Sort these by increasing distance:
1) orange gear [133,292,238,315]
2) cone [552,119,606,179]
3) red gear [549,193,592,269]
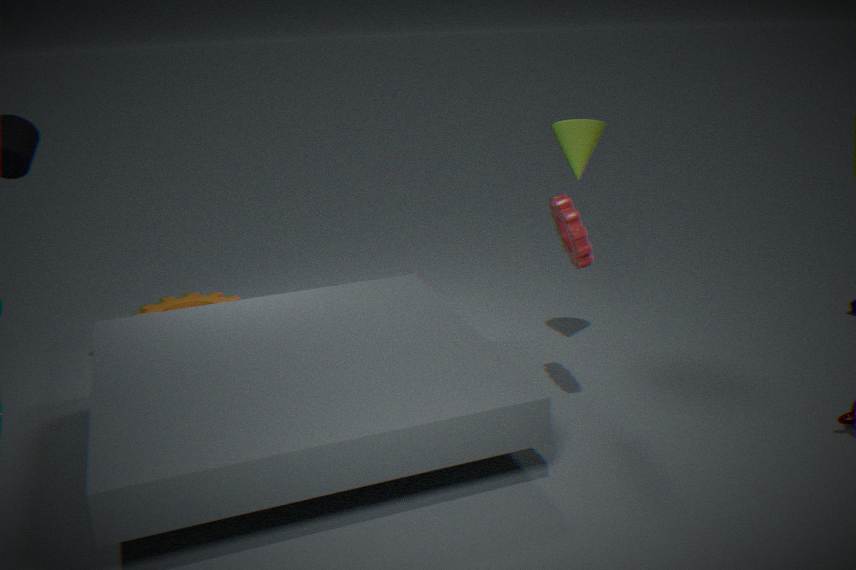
1. 3. red gear [549,193,592,269]
2. 2. cone [552,119,606,179]
3. 1. orange gear [133,292,238,315]
